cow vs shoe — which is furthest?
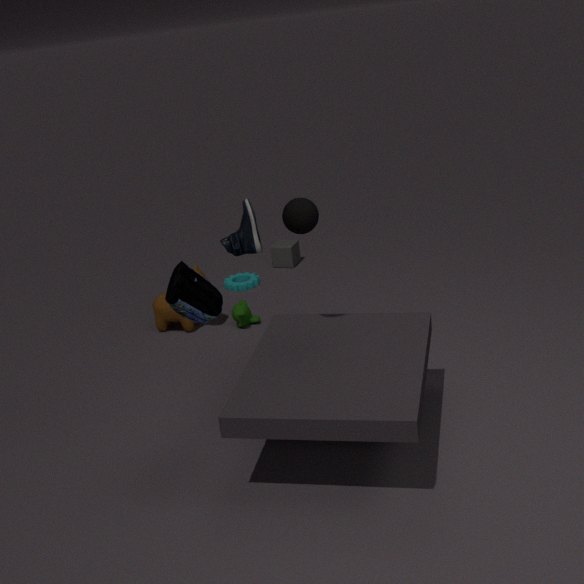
cow
